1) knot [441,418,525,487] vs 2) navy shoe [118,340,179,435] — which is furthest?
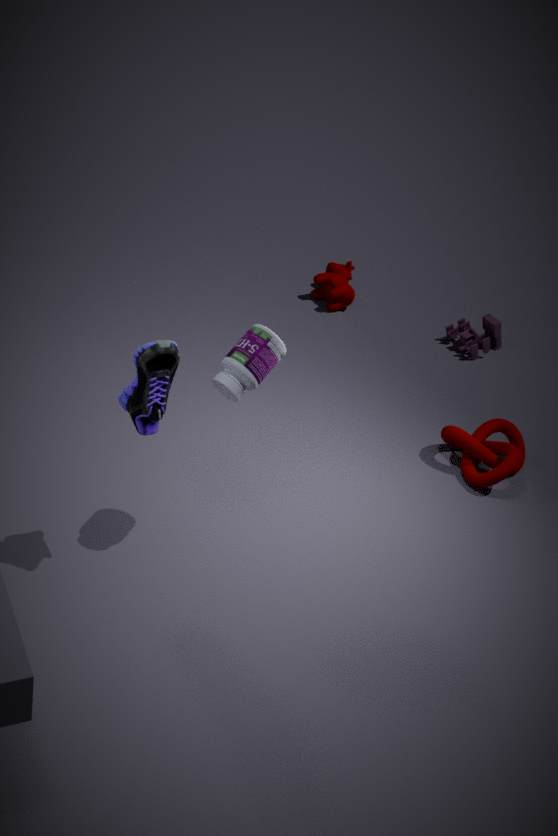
1. knot [441,418,525,487]
